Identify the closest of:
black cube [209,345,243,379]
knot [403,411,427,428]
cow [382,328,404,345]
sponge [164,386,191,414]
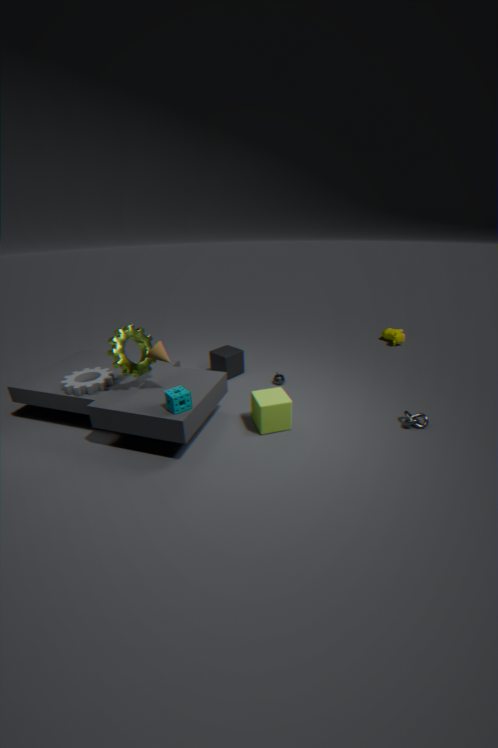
sponge [164,386,191,414]
